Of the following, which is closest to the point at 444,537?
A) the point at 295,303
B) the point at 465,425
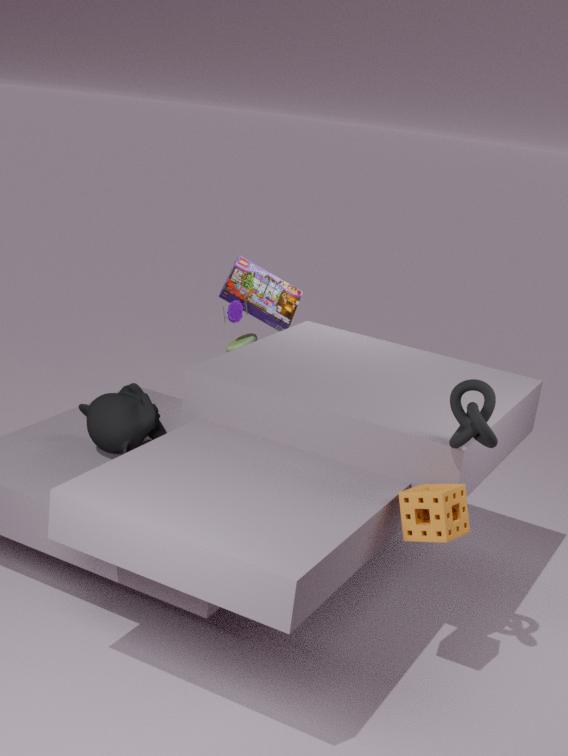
the point at 465,425
